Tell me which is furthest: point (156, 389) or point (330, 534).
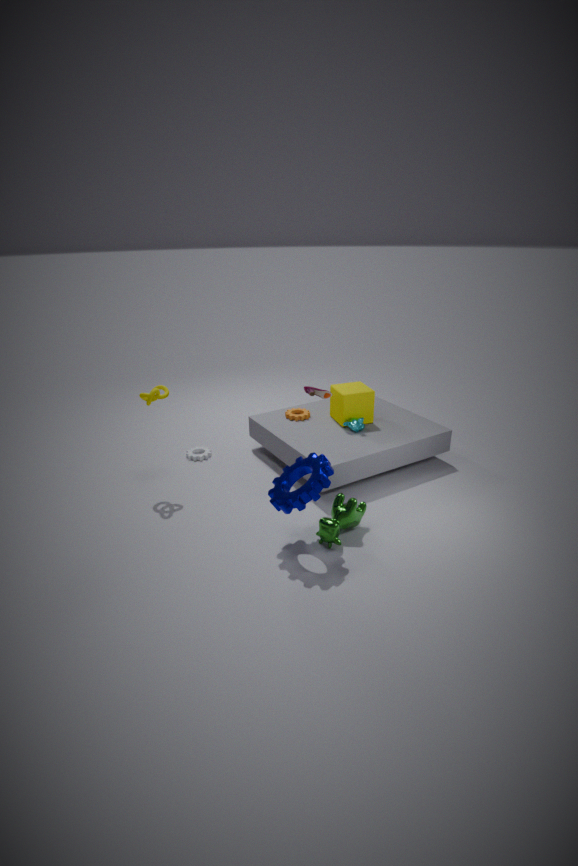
point (156, 389)
